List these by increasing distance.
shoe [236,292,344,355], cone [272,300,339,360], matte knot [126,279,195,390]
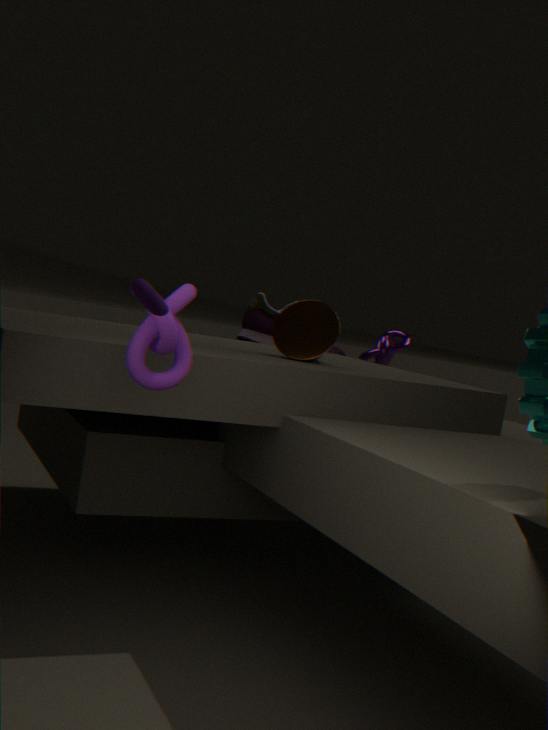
matte knot [126,279,195,390]
cone [272,300,339,360]
shoe [236,292,344,355]
